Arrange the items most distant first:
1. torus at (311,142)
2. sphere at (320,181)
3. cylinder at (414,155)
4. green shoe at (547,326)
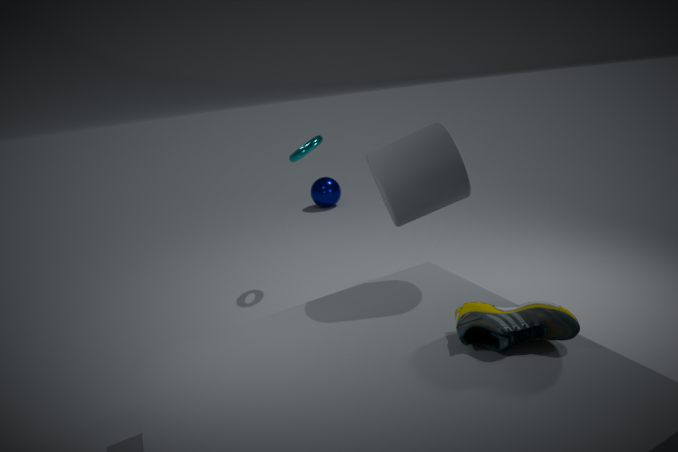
sphere at (320,181), torus at (311,142), cylinder at (414,155), green shoe at (547,326)
